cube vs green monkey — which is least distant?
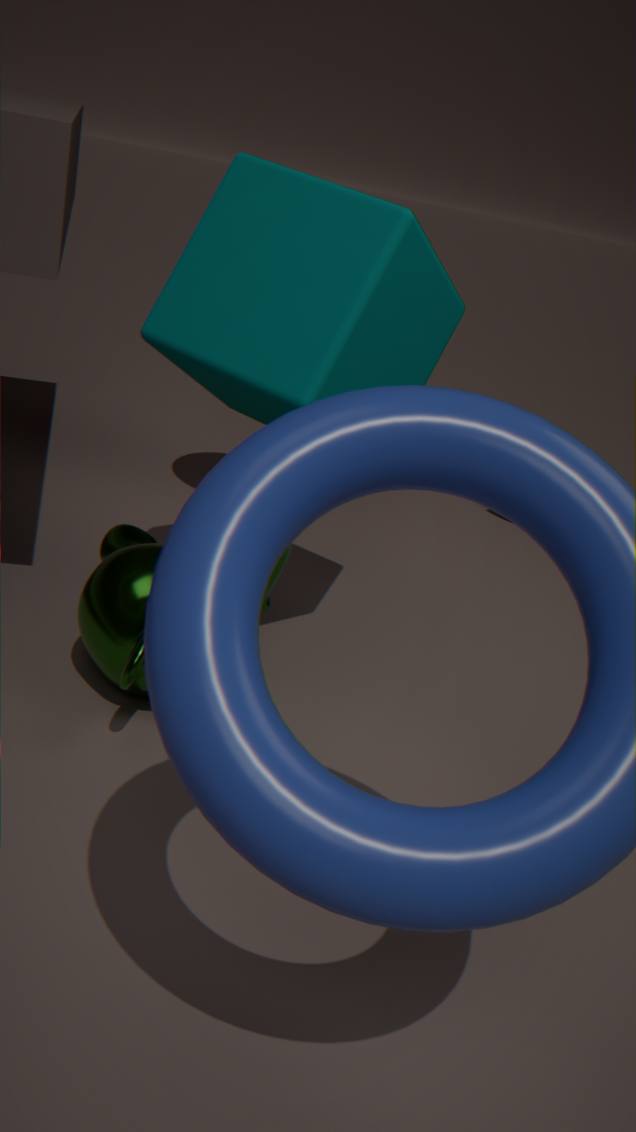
cube
